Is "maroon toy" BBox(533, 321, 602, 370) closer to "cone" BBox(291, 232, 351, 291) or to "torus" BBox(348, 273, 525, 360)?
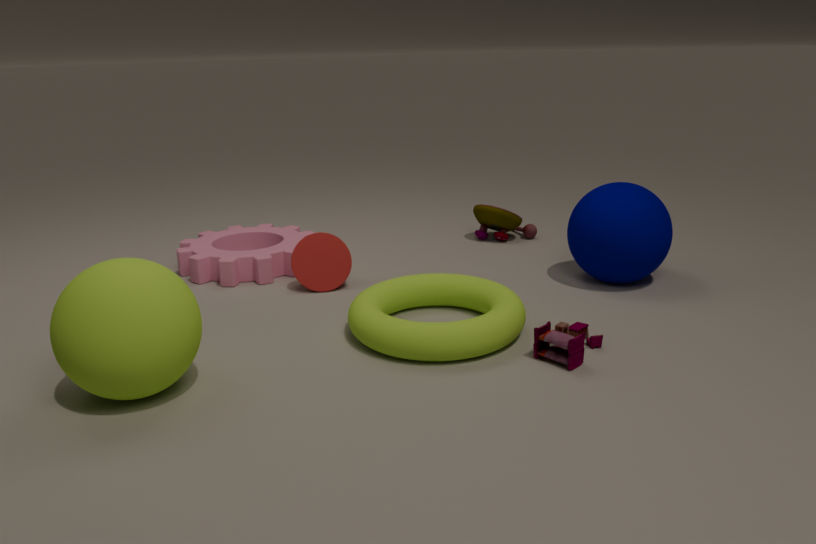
"torus" BBox(348, 273, 525, 360)
